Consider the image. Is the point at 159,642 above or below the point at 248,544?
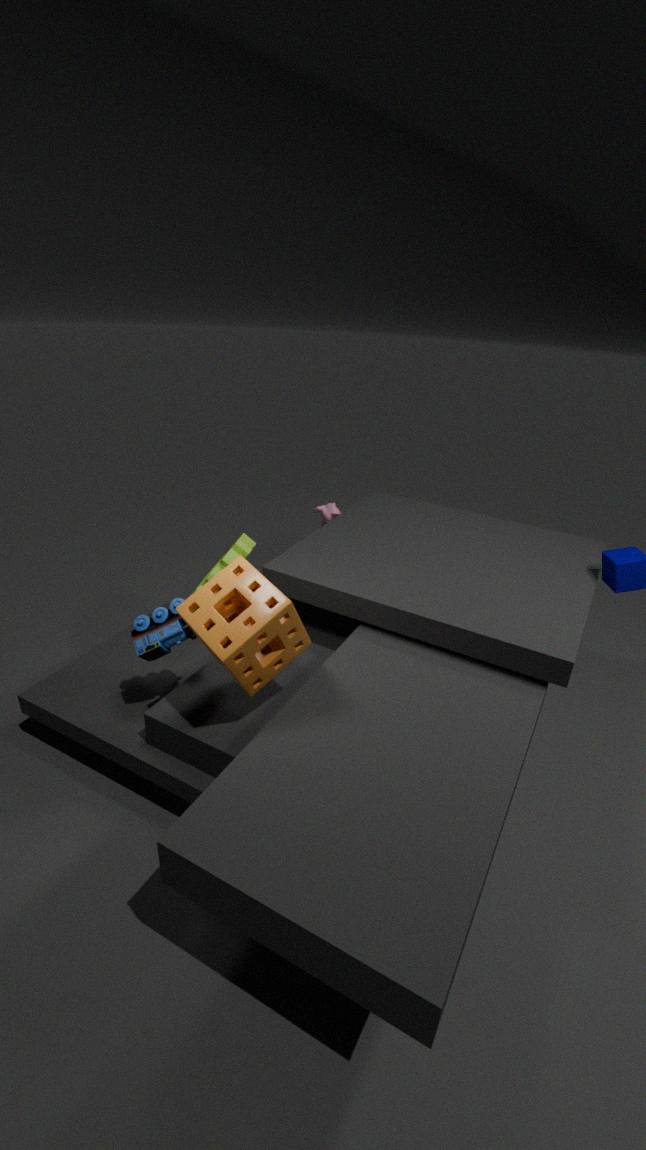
above
